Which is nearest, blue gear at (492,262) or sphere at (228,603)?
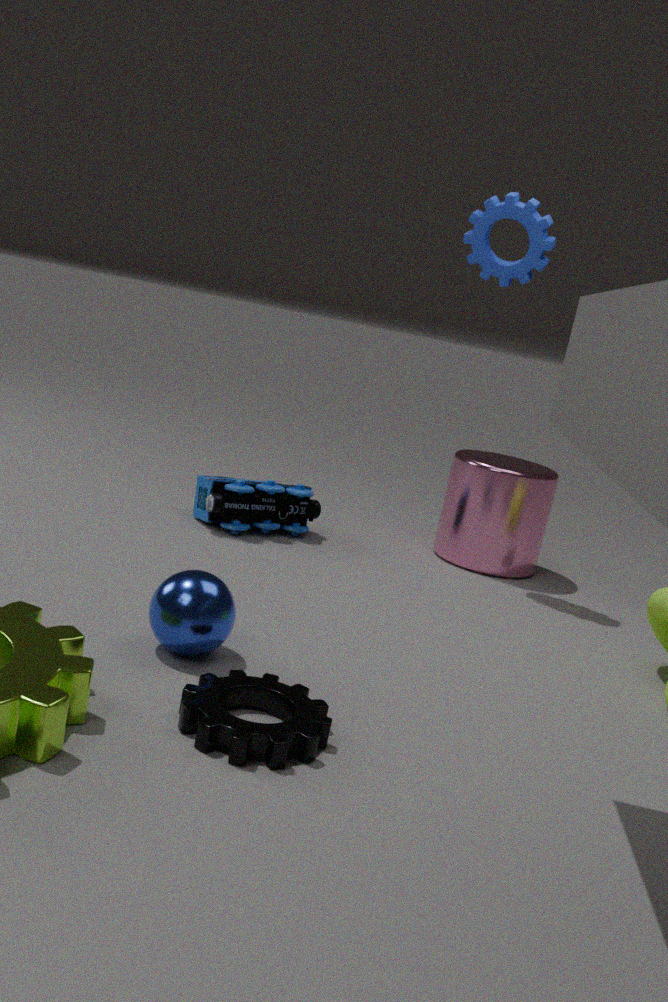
sphere at (228,603)
